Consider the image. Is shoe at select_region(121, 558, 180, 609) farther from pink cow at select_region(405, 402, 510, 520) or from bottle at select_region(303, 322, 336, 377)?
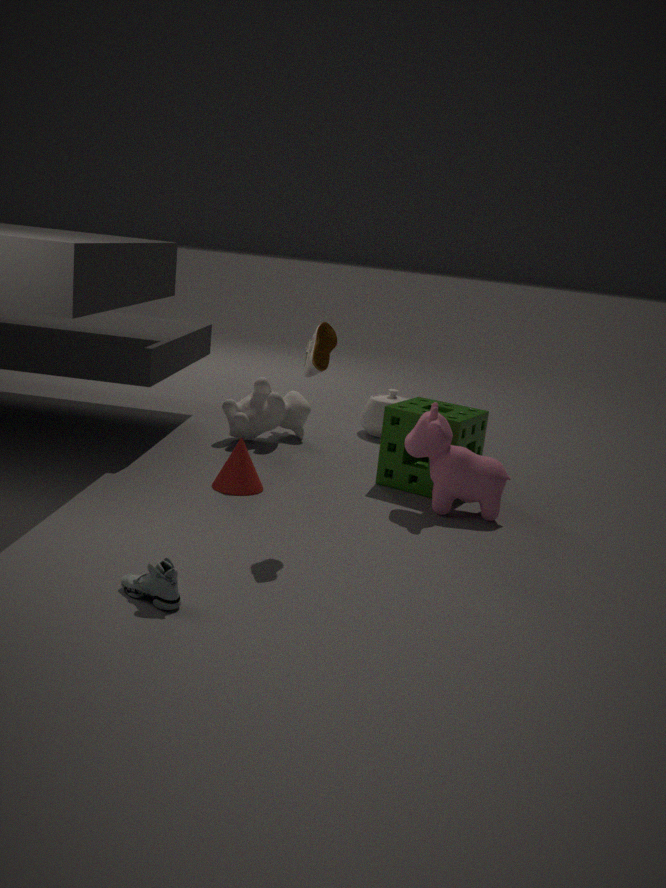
pink cow at select_region(405, 402, 510, 520)
